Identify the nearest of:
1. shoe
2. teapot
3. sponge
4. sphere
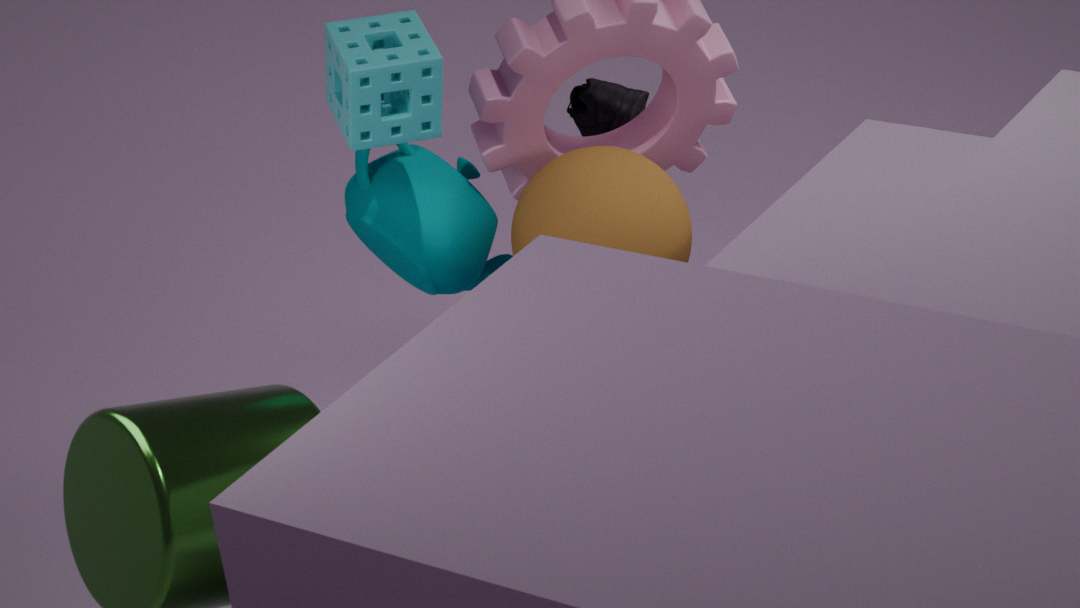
sponge
